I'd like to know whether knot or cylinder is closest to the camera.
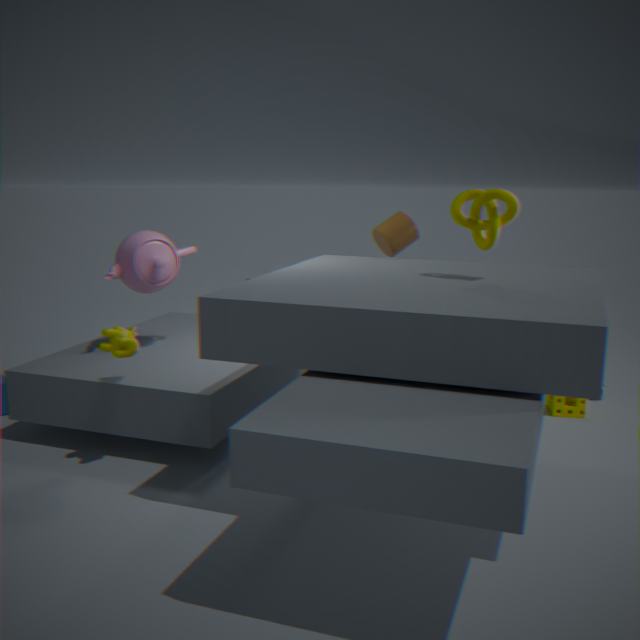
knot
